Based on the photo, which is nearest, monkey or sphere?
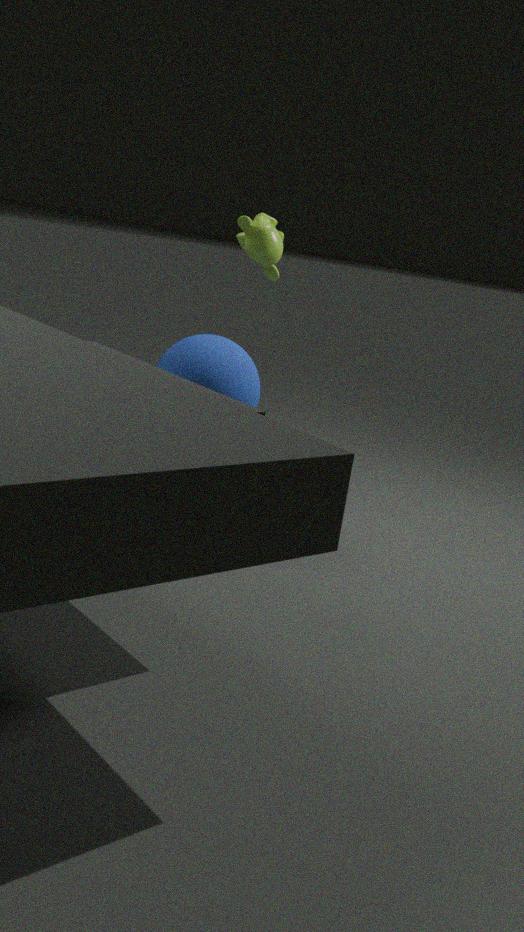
sphere
